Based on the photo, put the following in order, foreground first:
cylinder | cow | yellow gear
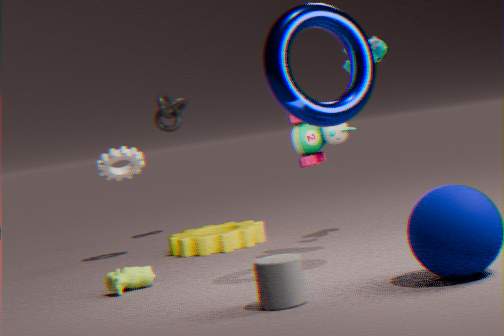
cylinder < cow < yellow gear
